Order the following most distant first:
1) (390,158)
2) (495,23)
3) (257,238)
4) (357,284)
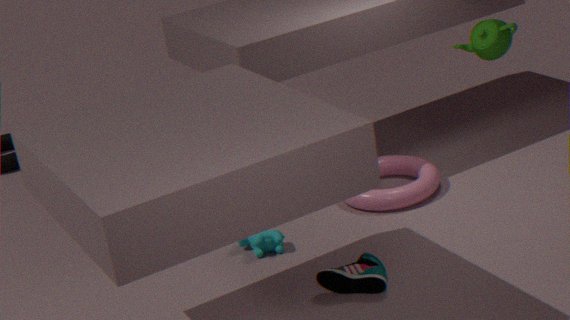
1. (390,158)
3. (257,238)
4. (357,284)
2. (495,23)
